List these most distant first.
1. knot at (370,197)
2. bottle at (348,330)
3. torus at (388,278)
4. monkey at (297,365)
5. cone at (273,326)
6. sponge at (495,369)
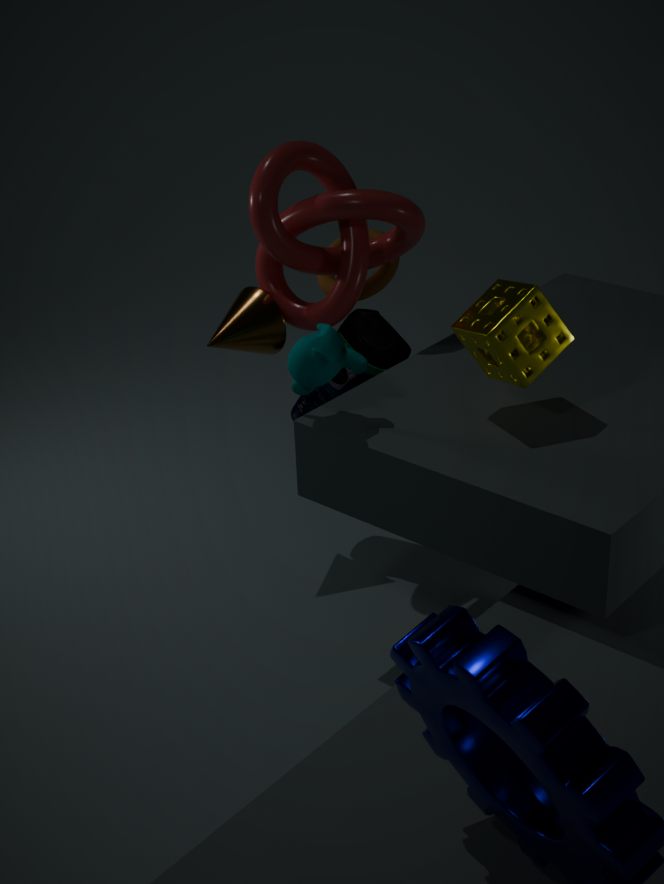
torus at (388,278) → cone at (273,326) → bottle at (348,330) → knot at (370,197) → monkey at (297,365) → sponge at (495,369)
